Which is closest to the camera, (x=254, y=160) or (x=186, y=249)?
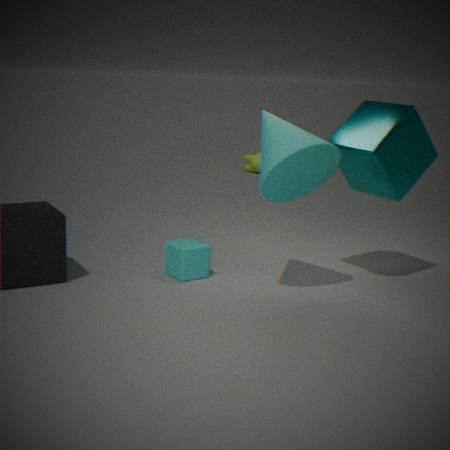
(x=186, y=249)
